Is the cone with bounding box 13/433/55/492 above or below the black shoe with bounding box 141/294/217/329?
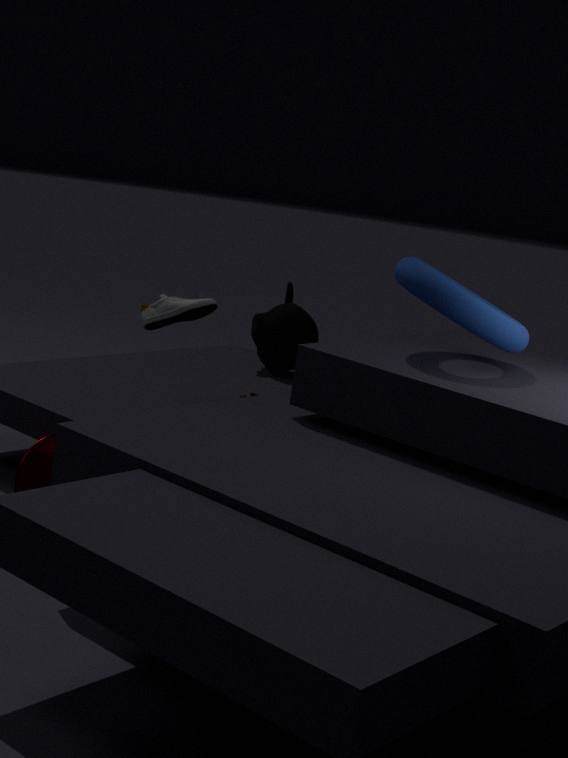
below
